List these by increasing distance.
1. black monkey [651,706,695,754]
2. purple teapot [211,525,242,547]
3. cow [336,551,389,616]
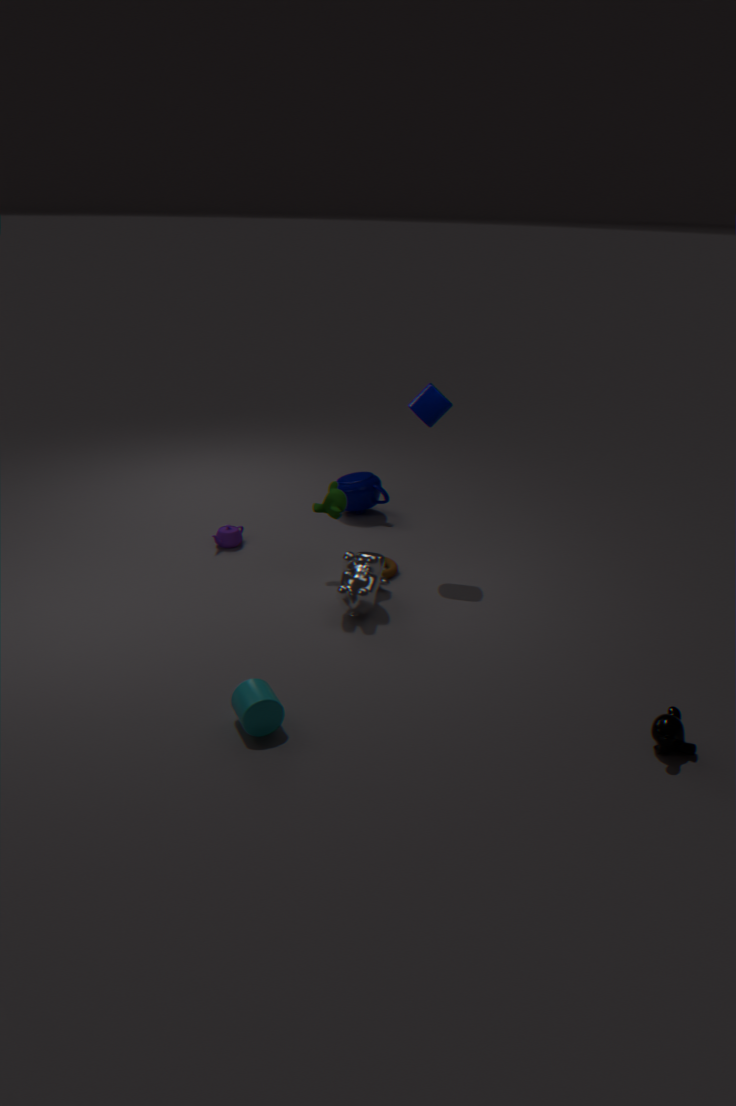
black monkey [651,706,695,754] < cow [336,551,389,616] < purple teapot [211,525,242,547]
